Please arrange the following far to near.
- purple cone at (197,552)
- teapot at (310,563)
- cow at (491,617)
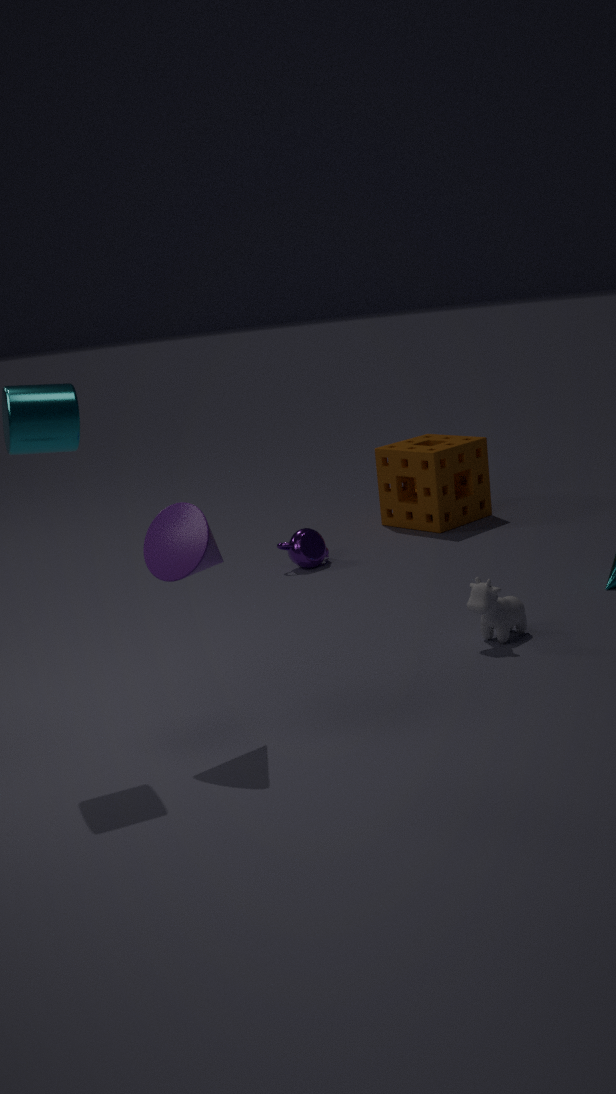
teapot at (310,563) < cow at (491,617) < purple cone at (197,552)
